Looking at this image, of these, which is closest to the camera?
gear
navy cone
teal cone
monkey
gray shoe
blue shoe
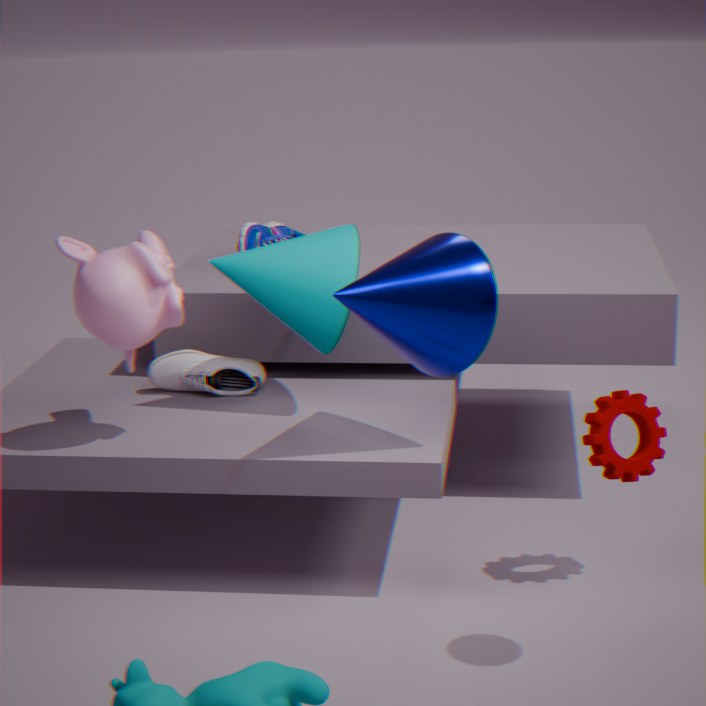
navy cone
